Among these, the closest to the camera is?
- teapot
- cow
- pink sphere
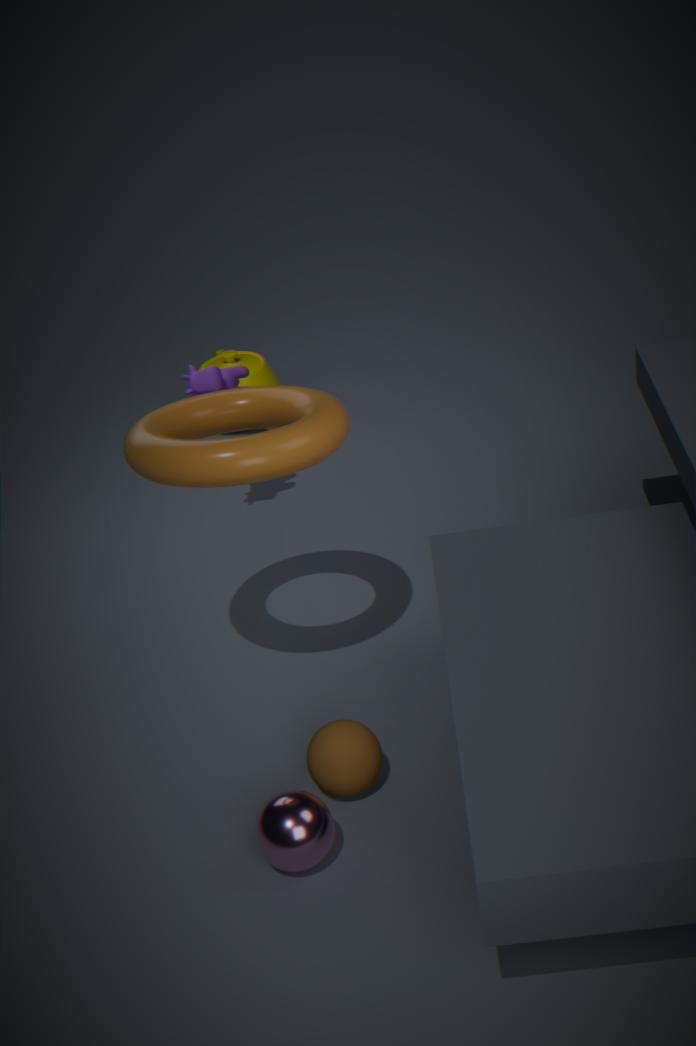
pink sphere
